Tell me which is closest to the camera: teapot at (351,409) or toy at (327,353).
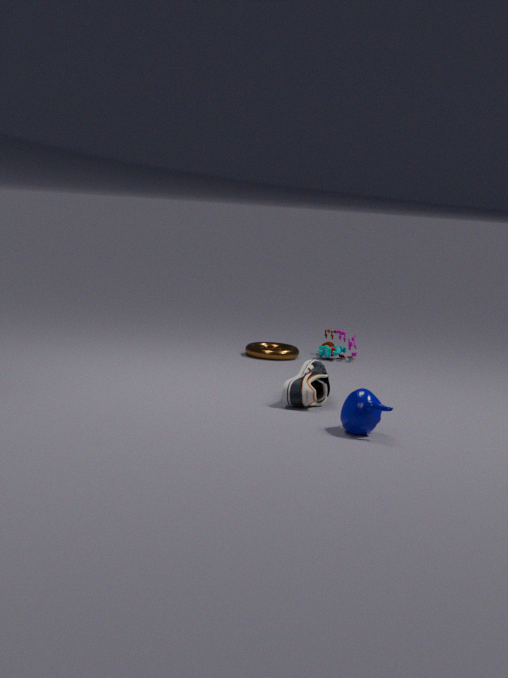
teapot at (351,409)
